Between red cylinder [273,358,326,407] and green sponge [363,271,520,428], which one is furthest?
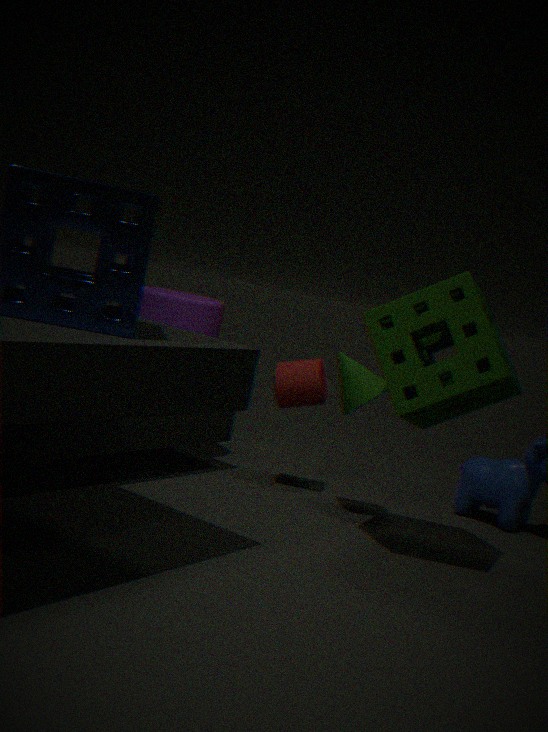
red cylinder [273,358,326,407]
